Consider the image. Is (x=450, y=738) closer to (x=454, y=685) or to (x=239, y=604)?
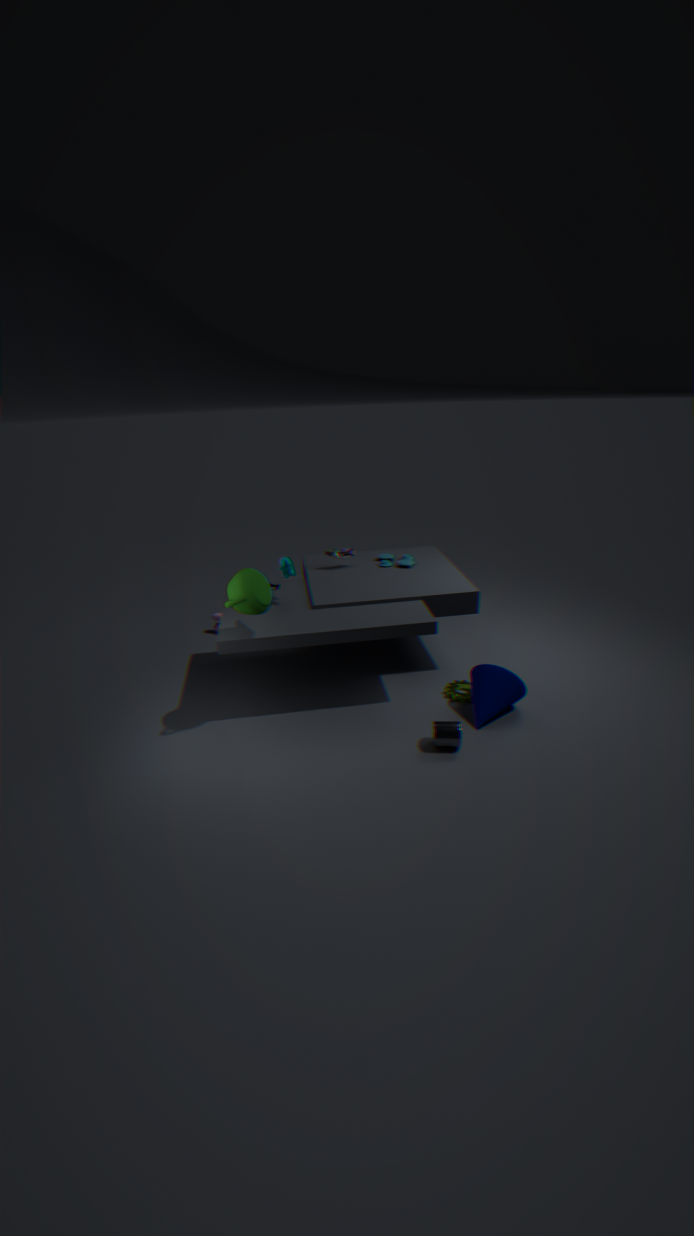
(x=454, y=685)
